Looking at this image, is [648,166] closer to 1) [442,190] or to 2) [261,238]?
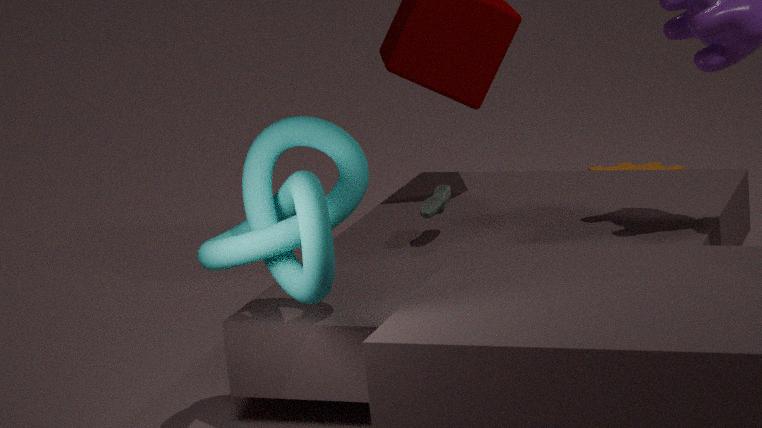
1) [442,190]
